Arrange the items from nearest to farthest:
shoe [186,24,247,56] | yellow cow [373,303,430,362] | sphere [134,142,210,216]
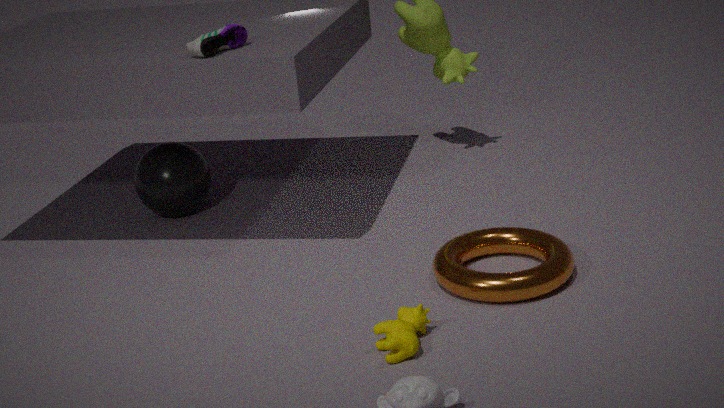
yellow cow [373,303,430,362], shoe [186,24,247,56], sphere [134,142,210,216]
